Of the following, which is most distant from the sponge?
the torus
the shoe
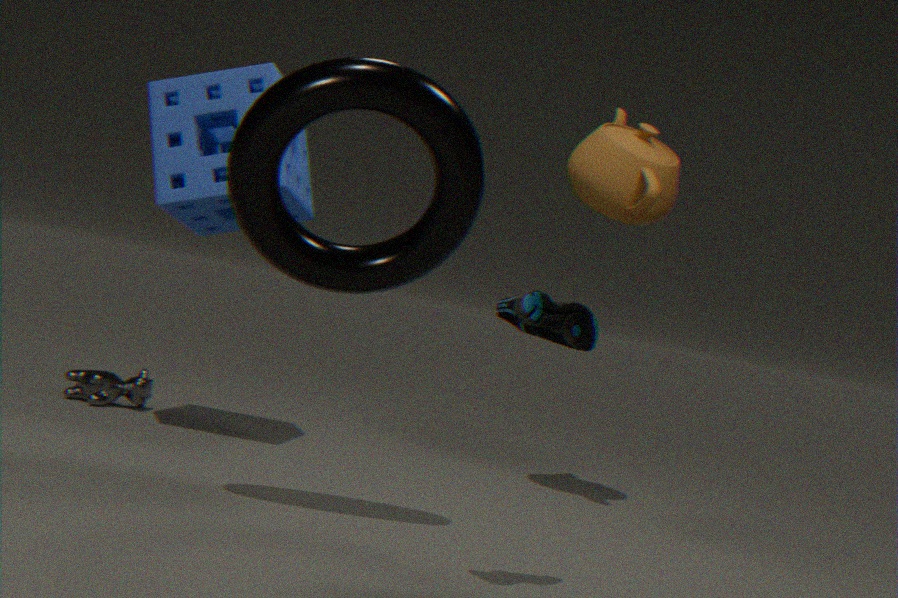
the shoe
